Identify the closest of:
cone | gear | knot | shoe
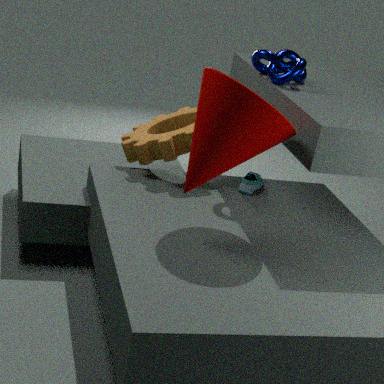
cone
